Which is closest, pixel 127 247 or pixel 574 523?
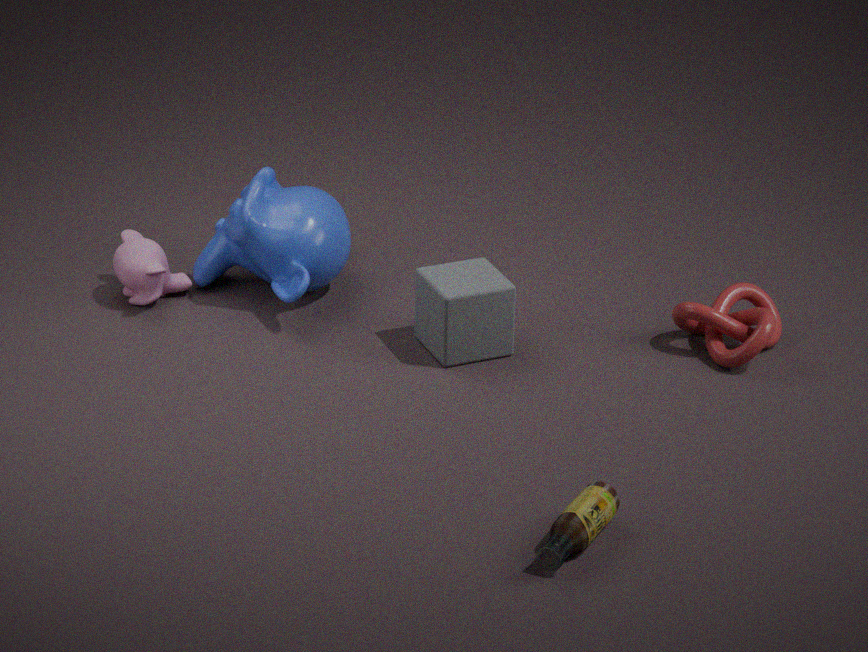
pixel 574 523
